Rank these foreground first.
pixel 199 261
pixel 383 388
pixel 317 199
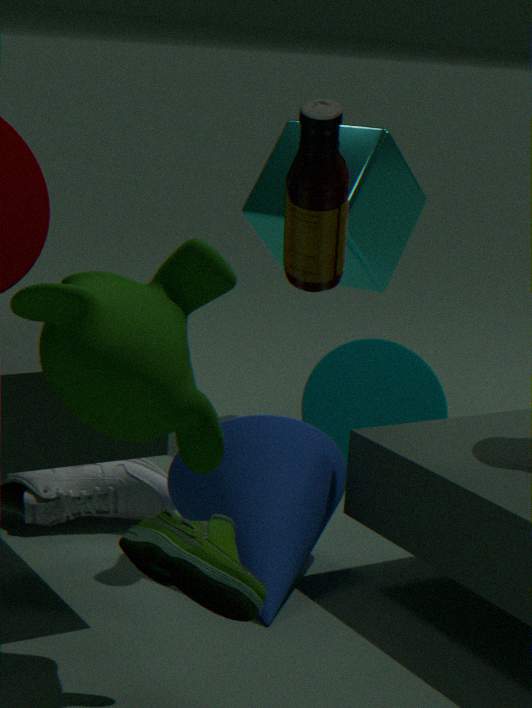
pixel 199 261 → pixel 317 199 → pixel 383 388
